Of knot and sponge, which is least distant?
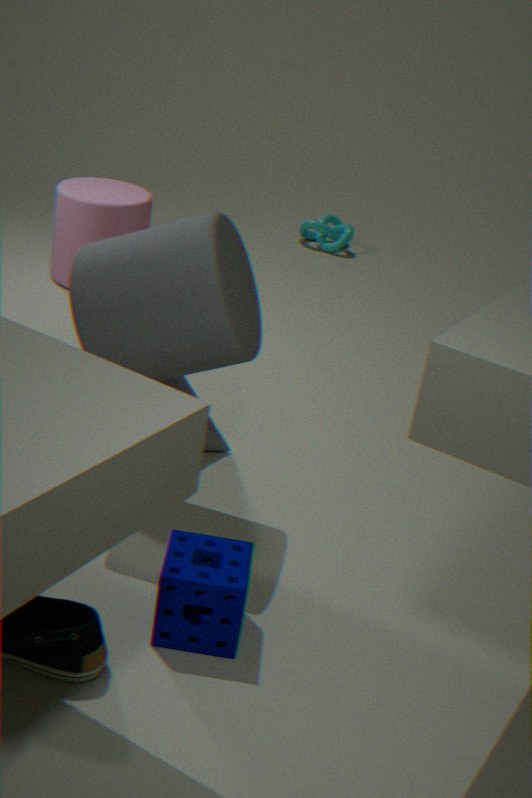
sponge
